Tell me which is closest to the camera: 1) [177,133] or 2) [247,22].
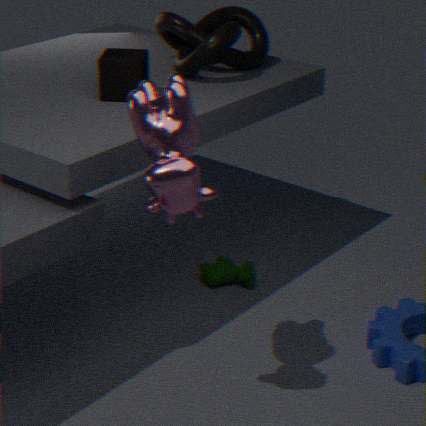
1. [177,133]
